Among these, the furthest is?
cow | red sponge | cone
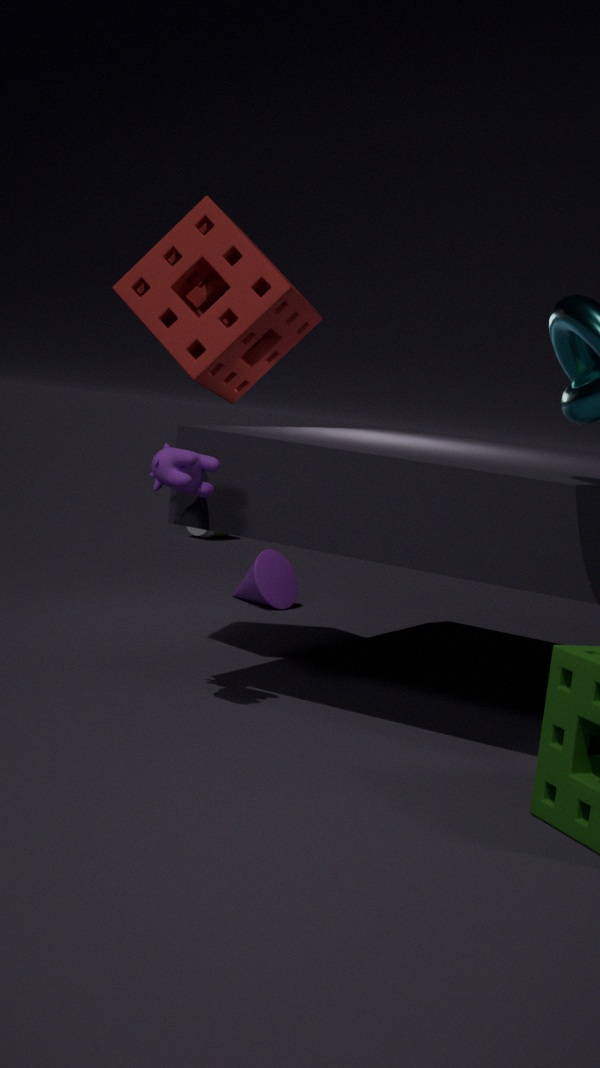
cone
